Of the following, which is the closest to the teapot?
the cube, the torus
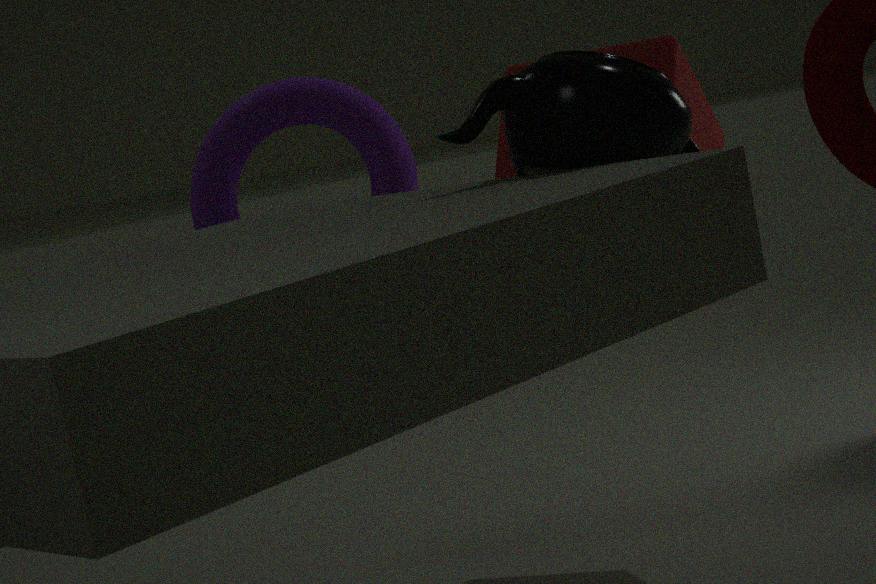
the cube
